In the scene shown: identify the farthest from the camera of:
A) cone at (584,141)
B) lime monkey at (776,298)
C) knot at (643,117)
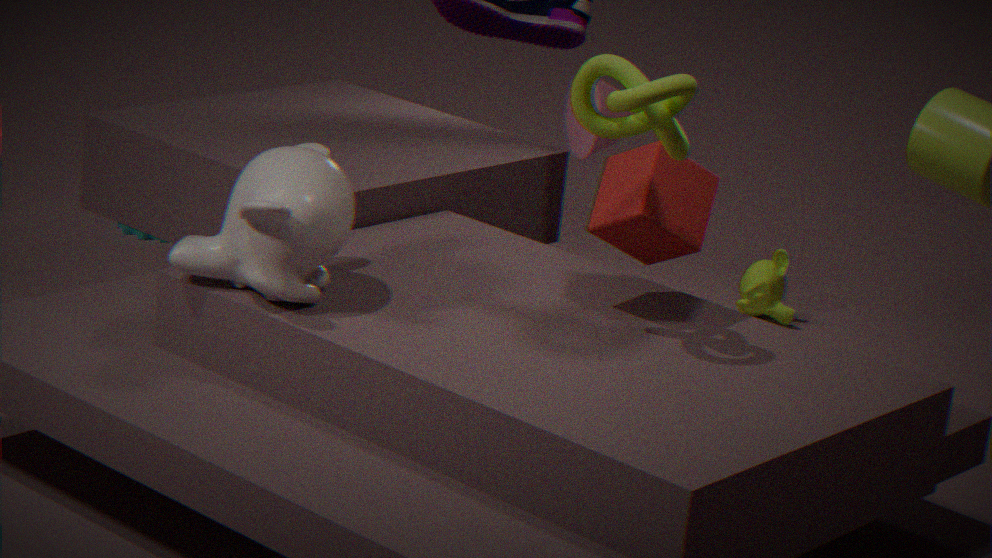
B. lime monkey at (776,298)
